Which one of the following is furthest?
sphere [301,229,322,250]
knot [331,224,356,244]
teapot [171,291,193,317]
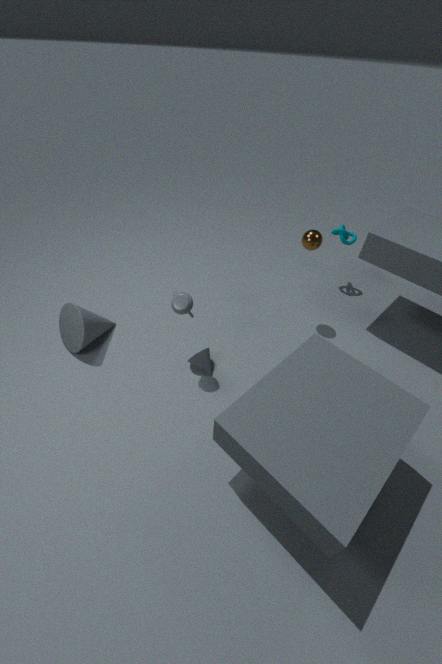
knot [331,224,356,244]
